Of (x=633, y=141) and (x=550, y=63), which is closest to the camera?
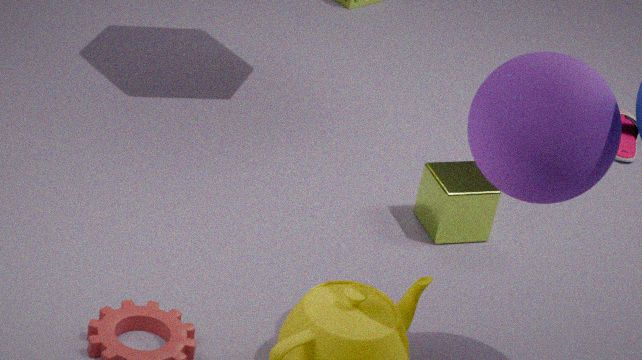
(x=550, y=63)
